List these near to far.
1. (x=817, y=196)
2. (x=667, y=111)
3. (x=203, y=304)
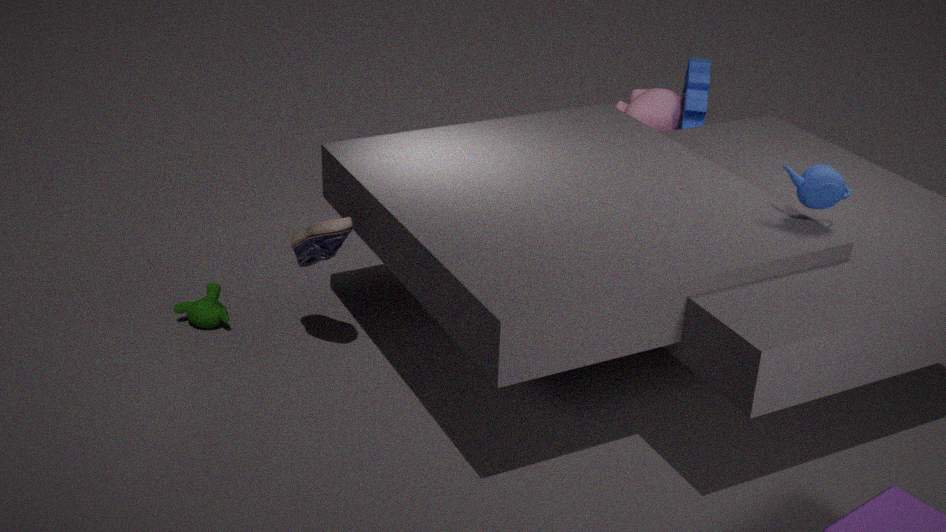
(x=817, y=196)
(x=203, y=304)
(x=667, y=111)
